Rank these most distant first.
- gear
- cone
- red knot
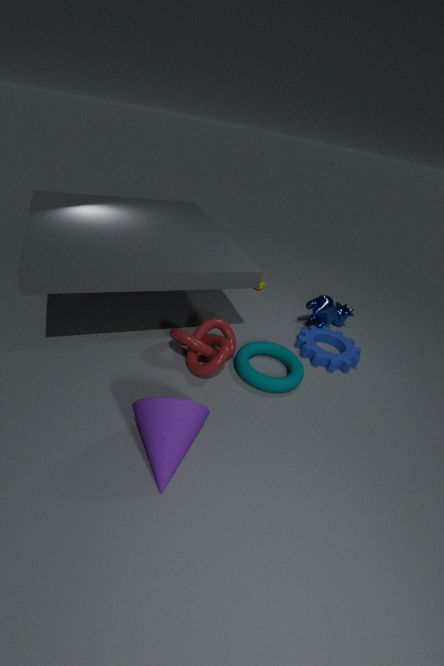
gear < red knot < cone
